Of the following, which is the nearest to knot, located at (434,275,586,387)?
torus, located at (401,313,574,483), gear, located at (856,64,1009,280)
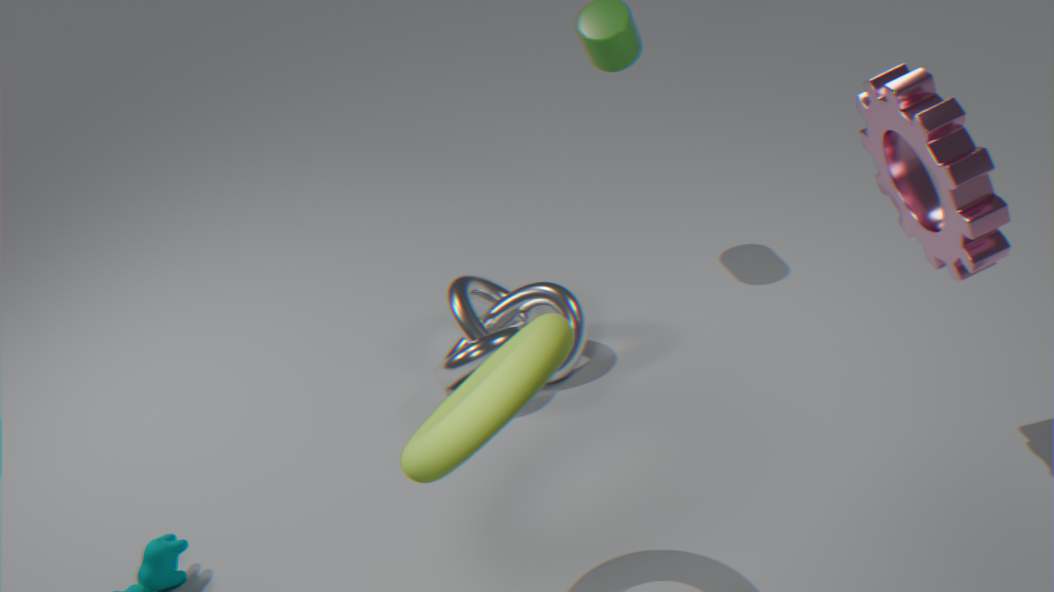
torus, located at (401,313,574,483)
